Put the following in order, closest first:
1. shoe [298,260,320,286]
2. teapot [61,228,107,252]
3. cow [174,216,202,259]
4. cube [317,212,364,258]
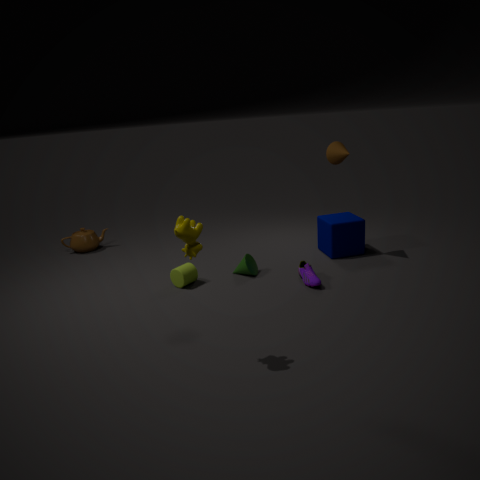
cow [174,216,202,259] → shoe [298,260,320,286] → cube [317,212,364,258] → teapot [61,228,107,252]
